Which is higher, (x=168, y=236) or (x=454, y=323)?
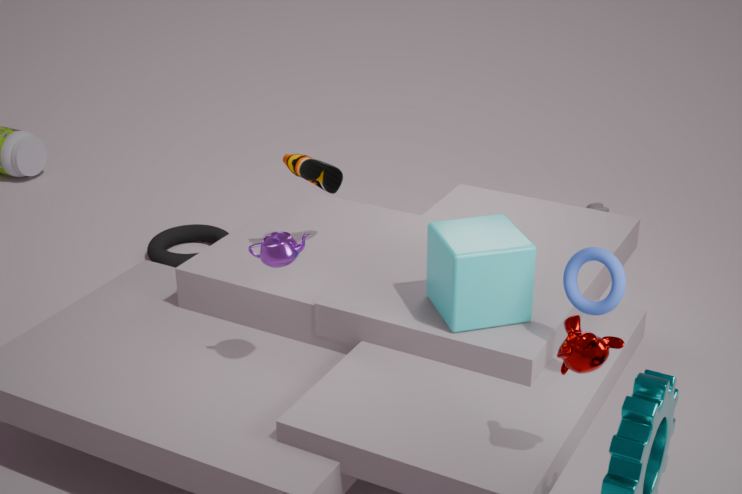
(x=454, y=323)
